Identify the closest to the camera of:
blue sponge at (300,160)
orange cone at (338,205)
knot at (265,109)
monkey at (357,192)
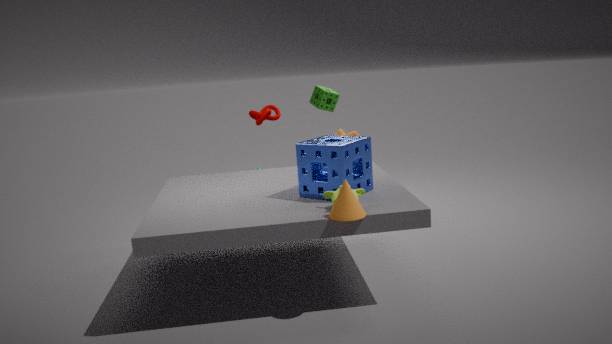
orange cone at (338,205)
